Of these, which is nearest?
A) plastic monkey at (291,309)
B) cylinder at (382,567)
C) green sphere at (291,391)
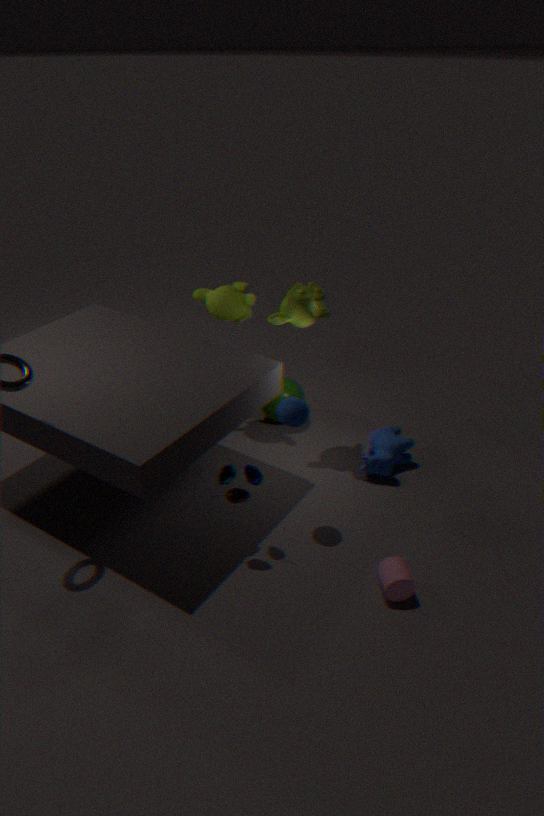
cylinder at (382,567)
